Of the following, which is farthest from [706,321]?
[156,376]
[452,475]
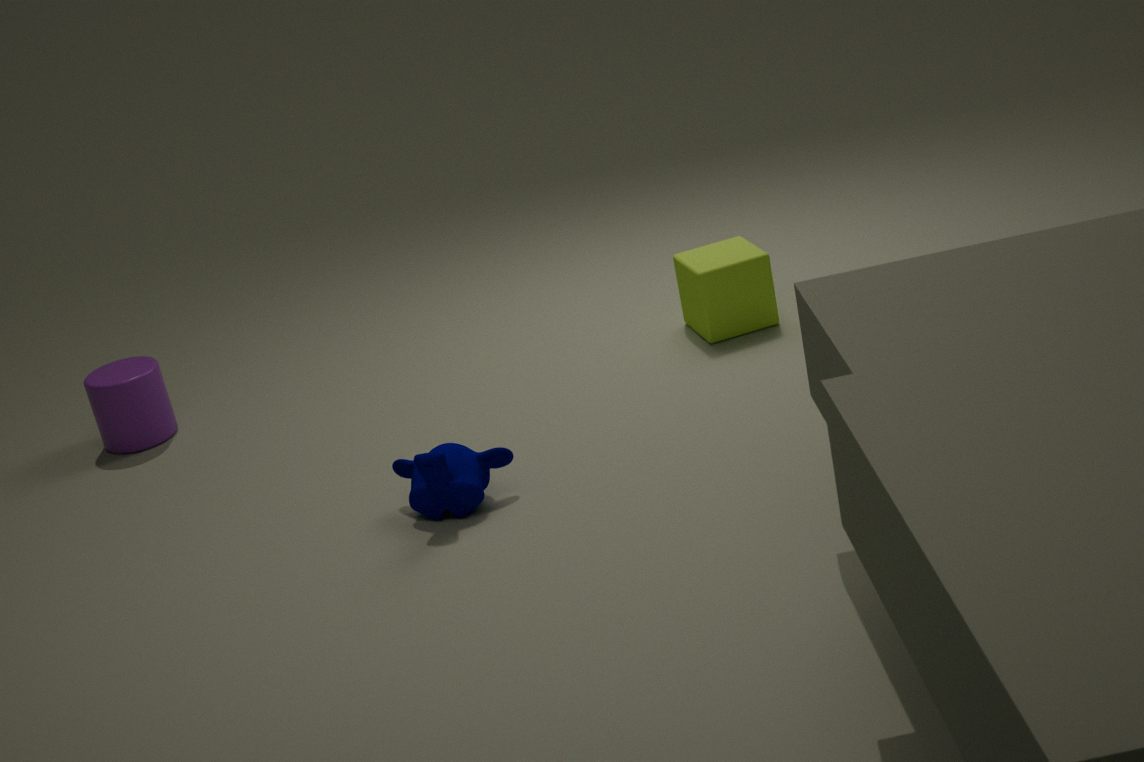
[156,376]
